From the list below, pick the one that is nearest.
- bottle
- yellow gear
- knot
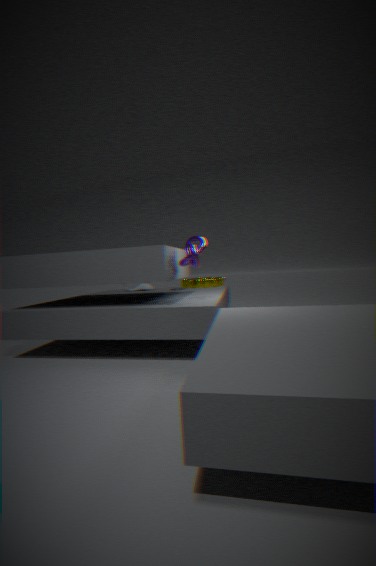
knot
